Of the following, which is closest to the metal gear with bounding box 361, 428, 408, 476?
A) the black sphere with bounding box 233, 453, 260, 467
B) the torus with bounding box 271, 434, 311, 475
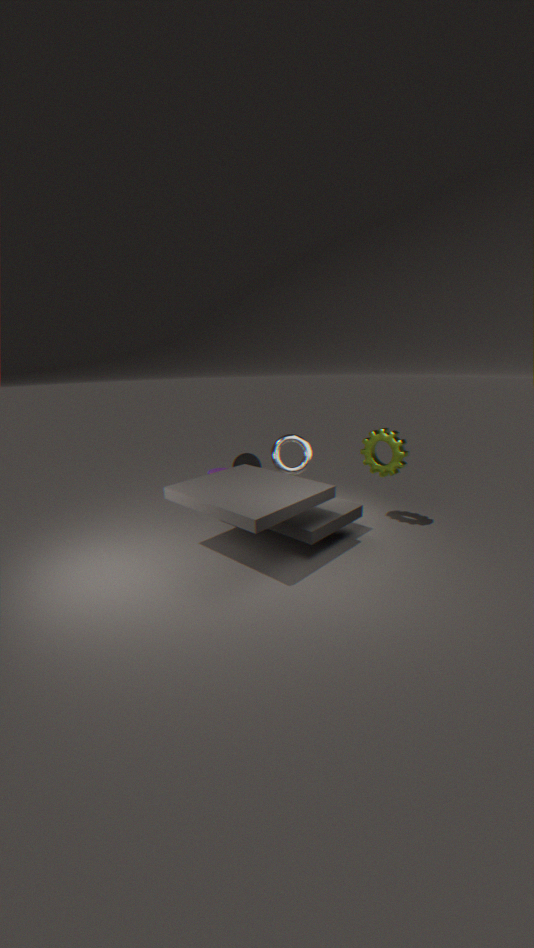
the torus with bounding box 271, 434, 311, 475
